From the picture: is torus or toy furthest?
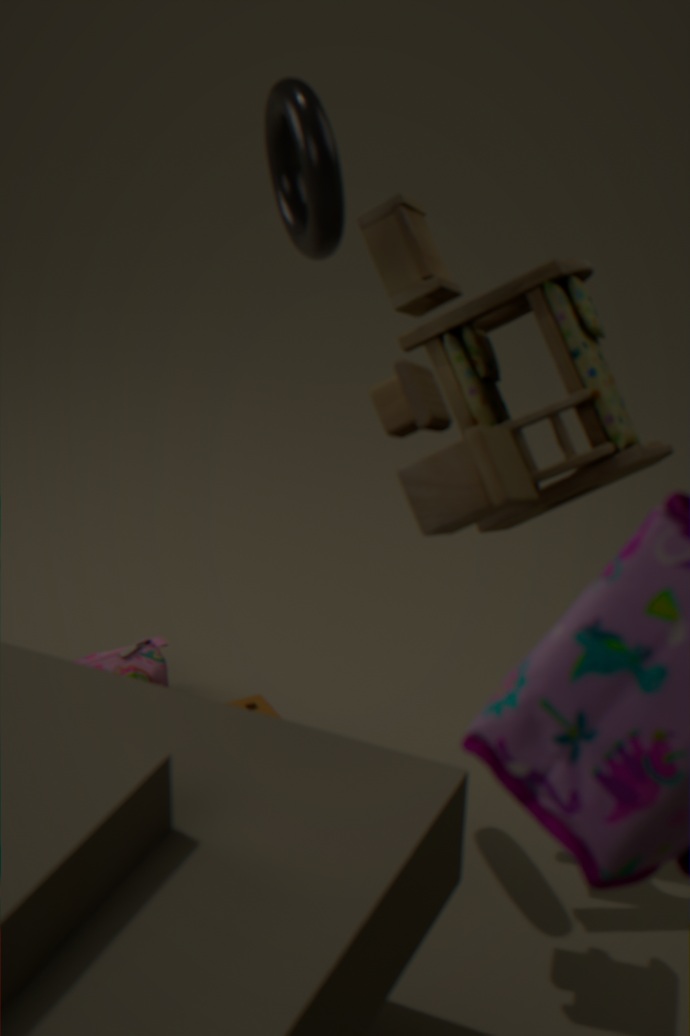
torus
